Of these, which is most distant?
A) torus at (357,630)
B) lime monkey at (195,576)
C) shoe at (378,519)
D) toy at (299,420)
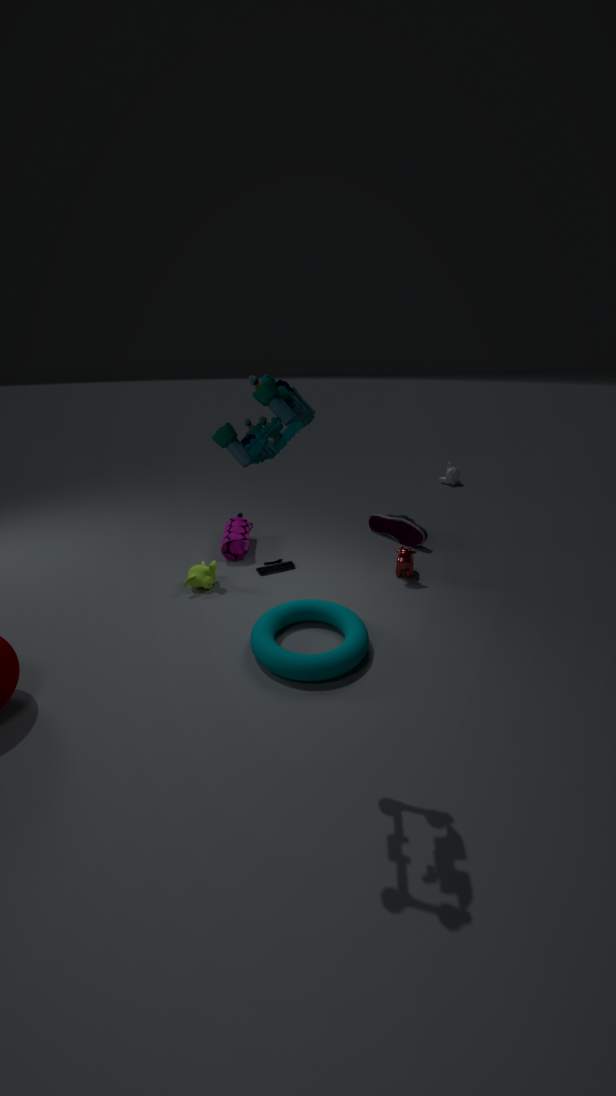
shoe at (378,519)
